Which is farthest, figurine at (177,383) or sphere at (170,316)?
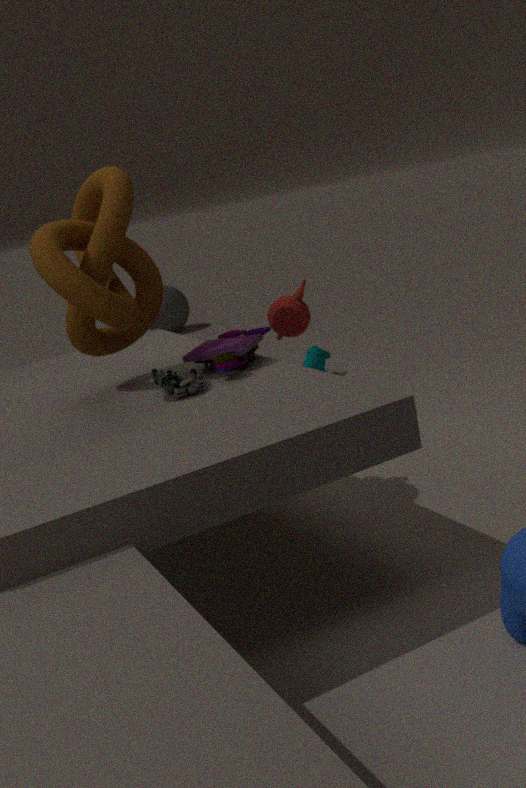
→ sphere at (170,316)
